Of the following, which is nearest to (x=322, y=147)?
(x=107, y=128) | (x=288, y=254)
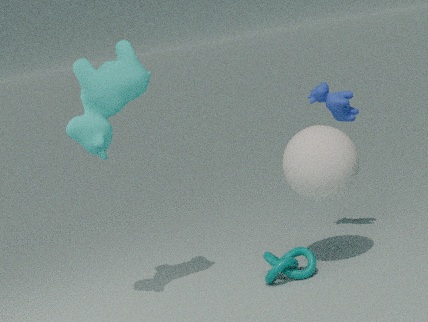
(x=288, y=254)
